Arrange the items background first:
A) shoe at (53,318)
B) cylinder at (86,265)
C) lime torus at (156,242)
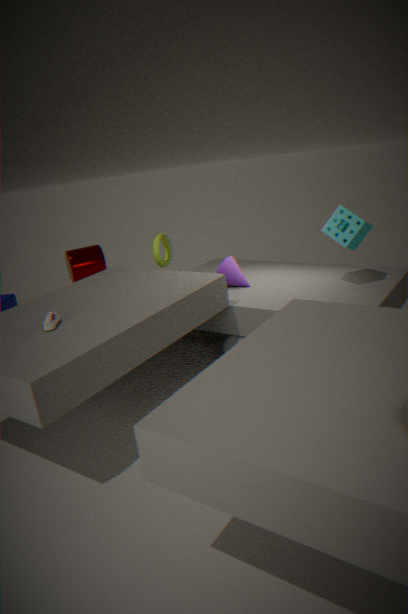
cylinder at (86,265) < lime torus at (156,242) < shoe at (53,318)
